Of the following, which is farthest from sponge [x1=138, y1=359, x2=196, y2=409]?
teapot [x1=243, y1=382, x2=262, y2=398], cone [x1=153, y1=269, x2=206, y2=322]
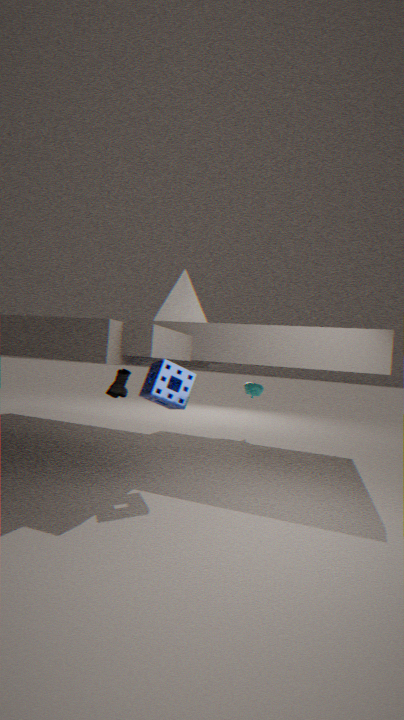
teapot [x1=243, y1=382, x2=262, y2=398]
